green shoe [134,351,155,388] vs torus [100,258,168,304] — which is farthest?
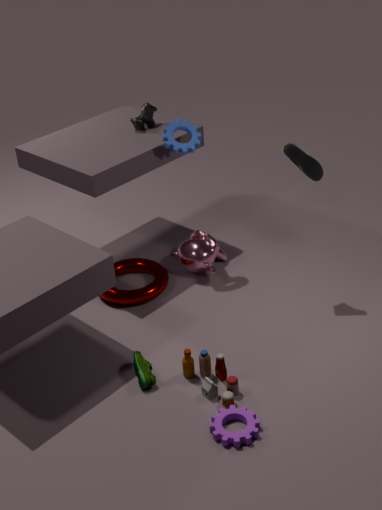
torus [100,258,168,304]
